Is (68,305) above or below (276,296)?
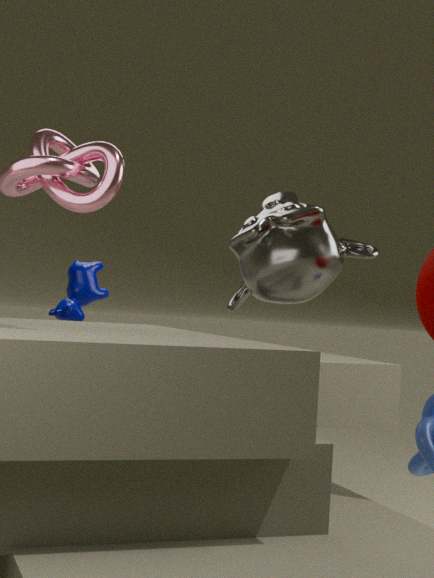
below
